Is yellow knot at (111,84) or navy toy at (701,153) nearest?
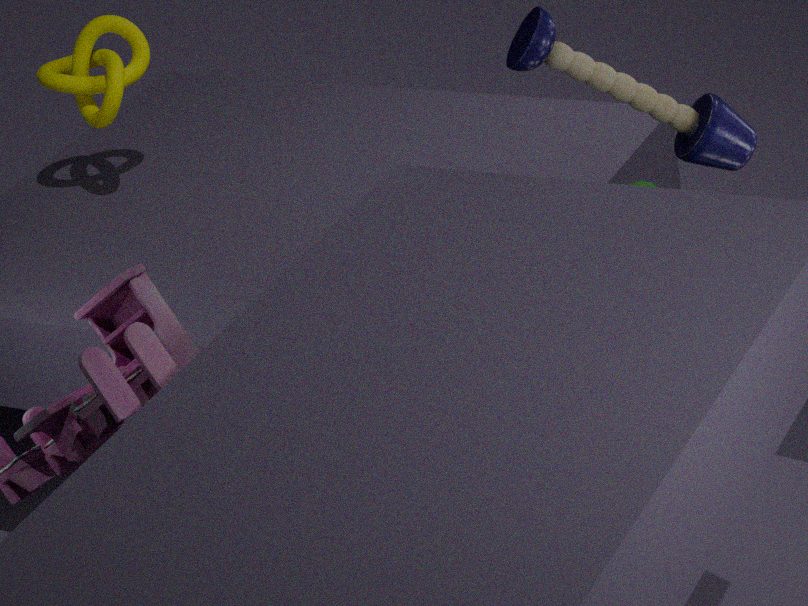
navy toy at (701,153)
